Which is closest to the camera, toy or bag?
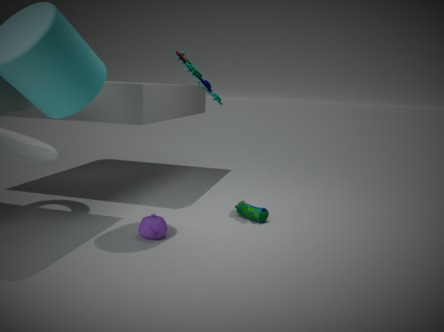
toy
